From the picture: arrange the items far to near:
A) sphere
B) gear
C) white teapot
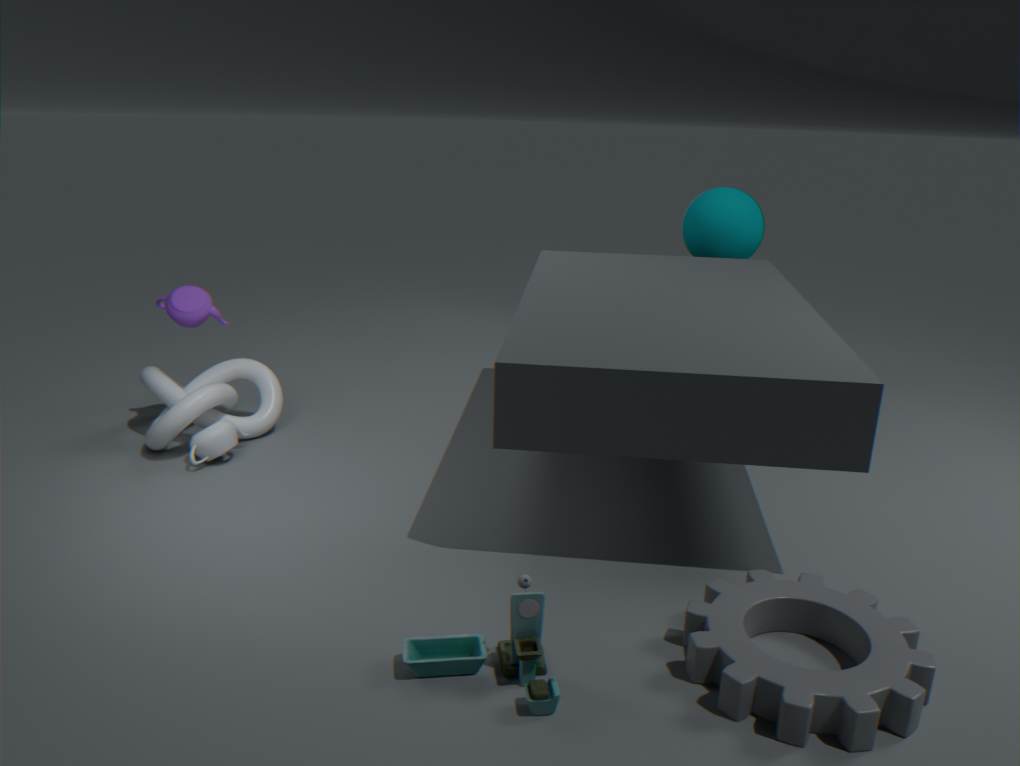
sphere
white teapot
gear
